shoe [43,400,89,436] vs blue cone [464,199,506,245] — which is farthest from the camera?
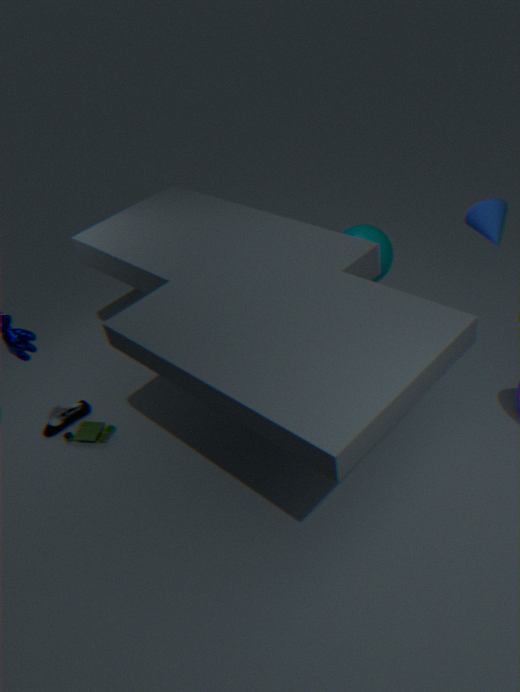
shoe [43,400,89,436]
